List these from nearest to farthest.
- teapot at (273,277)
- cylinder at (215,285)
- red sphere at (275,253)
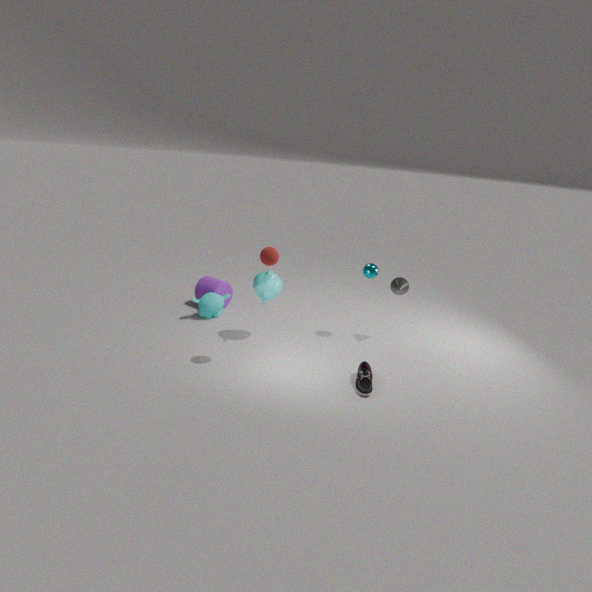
red sphere at (275,253) < teapot at (273,277) < cylinder at (215,285)
